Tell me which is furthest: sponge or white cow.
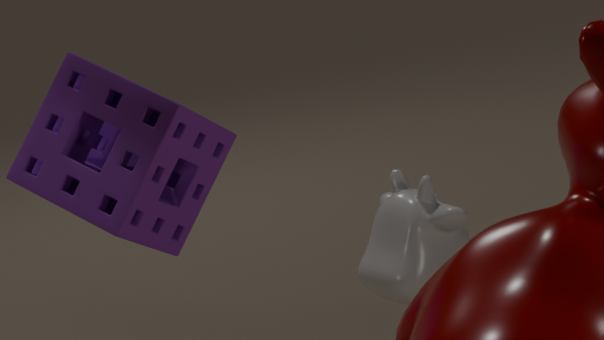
white cow
